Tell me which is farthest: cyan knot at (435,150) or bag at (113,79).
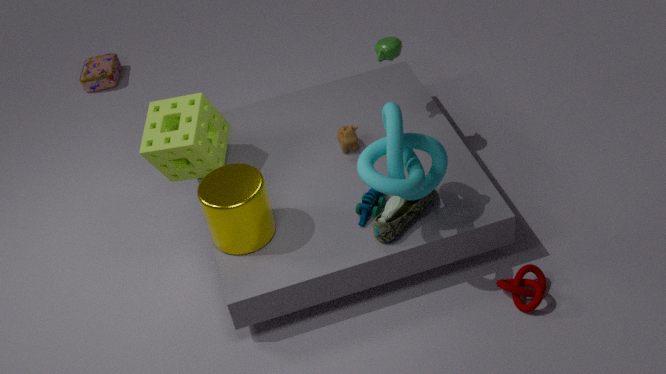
bag at (113,79)
